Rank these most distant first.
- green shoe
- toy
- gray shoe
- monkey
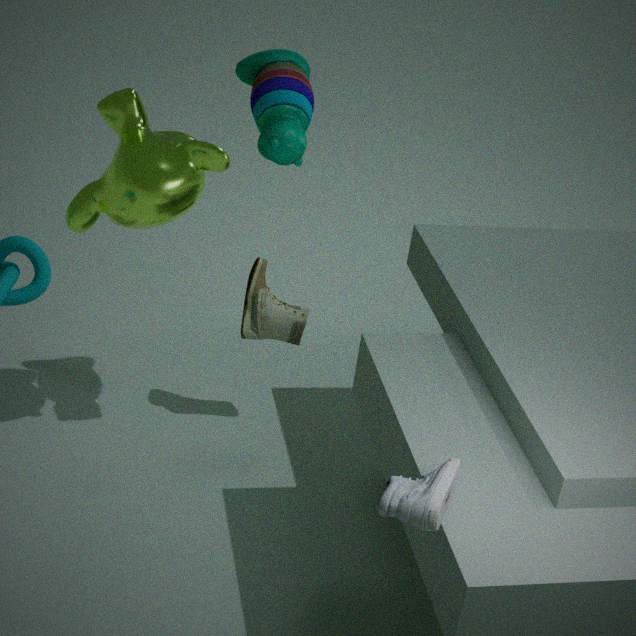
green shoe → monkey → toy → gray shoe
